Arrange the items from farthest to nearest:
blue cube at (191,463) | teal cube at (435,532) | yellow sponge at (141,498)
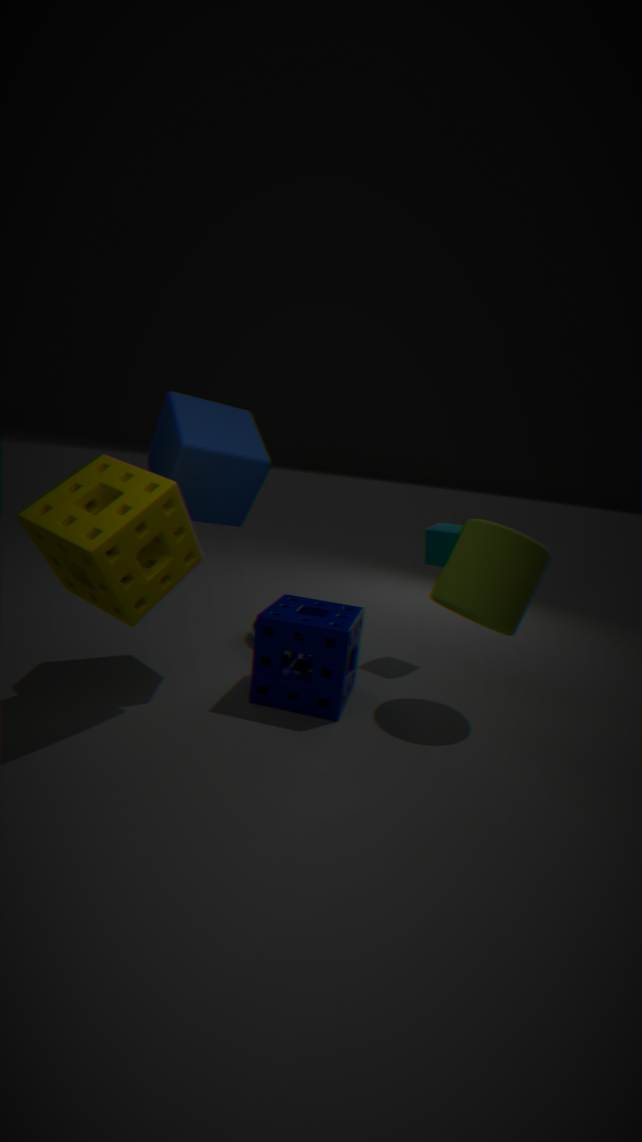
teal cube at (435,532) < blue cube at (191,463) < yellow sponge at (141,498)
